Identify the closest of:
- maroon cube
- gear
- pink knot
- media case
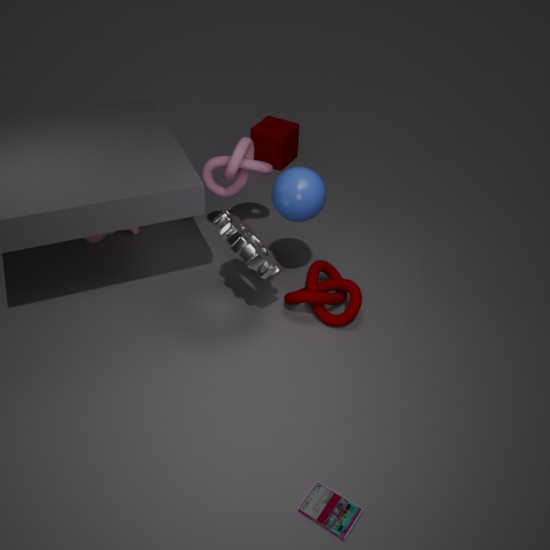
media case
